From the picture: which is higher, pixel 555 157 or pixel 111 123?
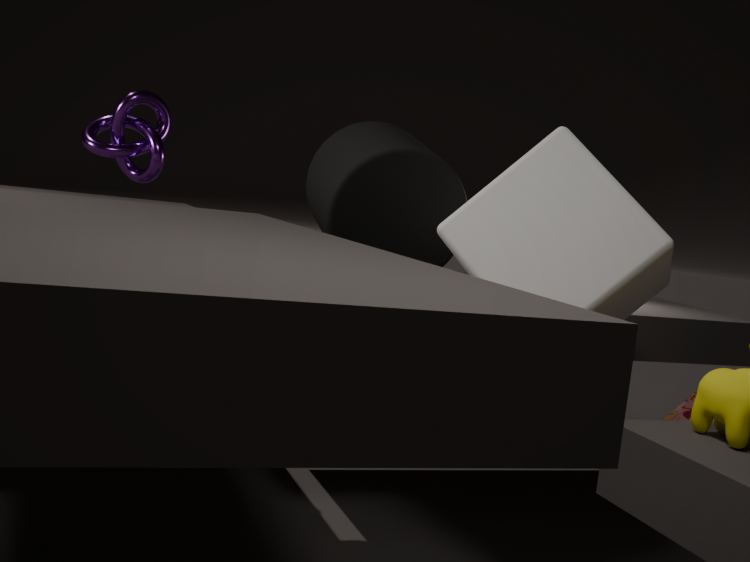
pixel 111 123
